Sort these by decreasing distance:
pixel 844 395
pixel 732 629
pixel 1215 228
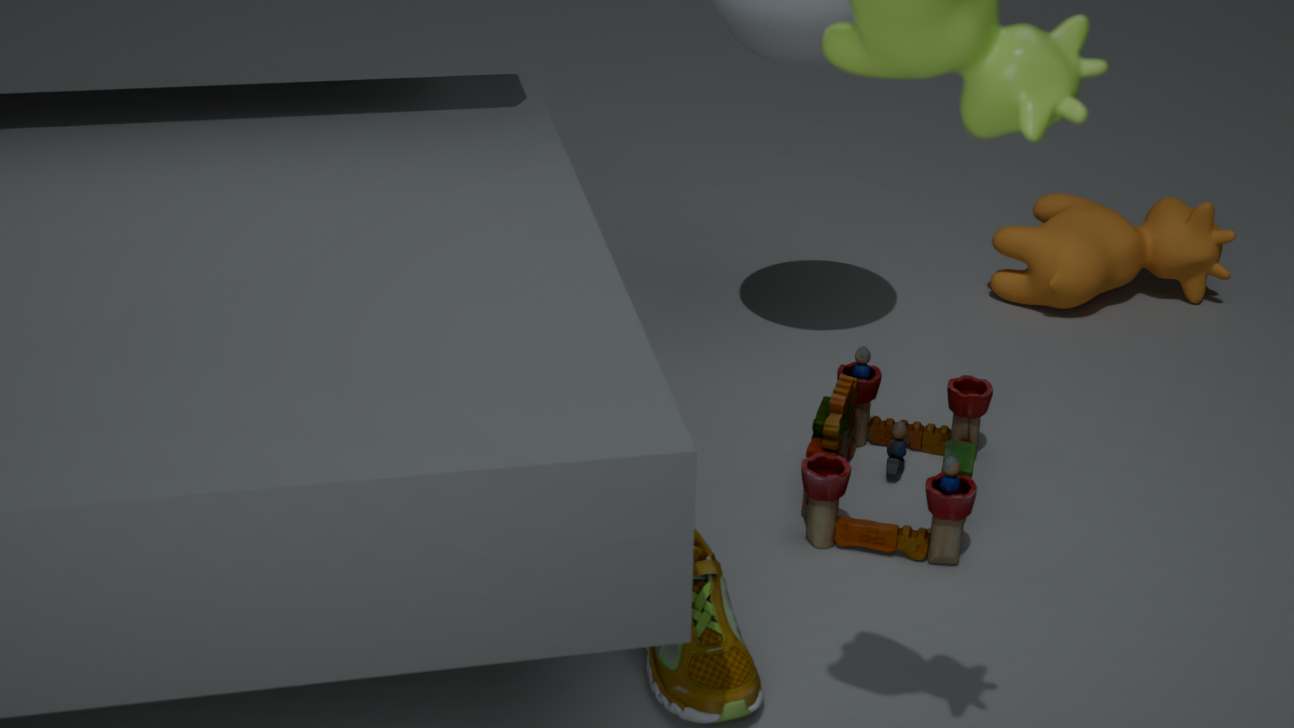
pixel 1215 228, pixel 844 395, pixel 732 629
